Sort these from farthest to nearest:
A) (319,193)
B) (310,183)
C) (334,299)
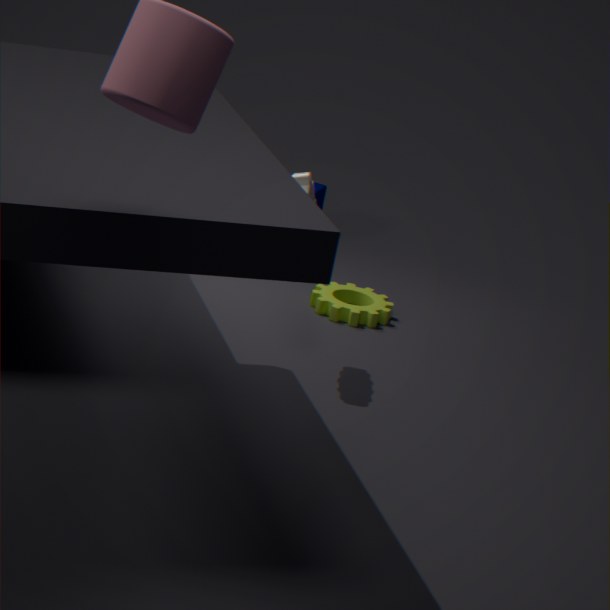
(319,193) → (334,299) → (310,183)
